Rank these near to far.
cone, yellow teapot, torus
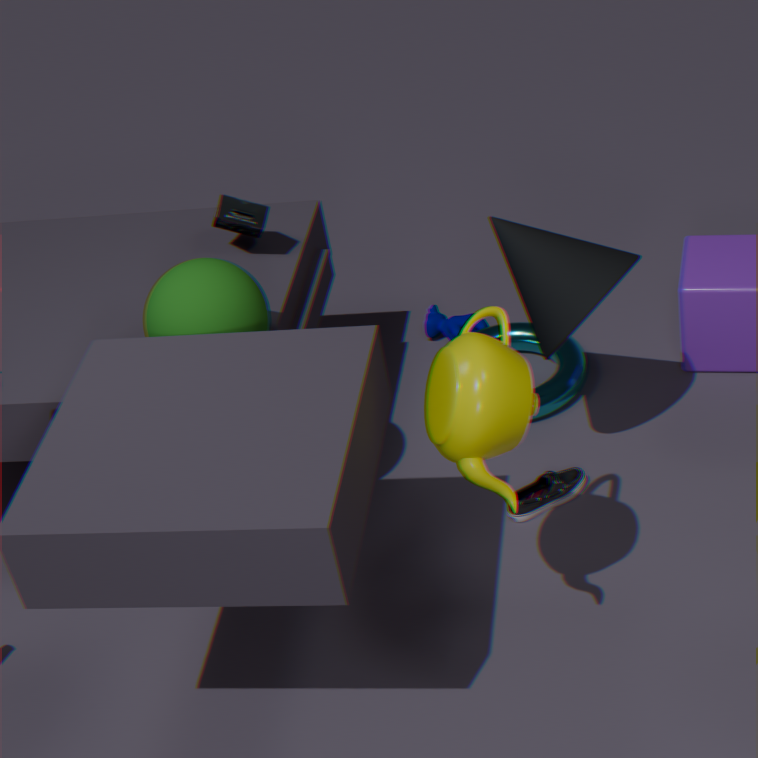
1. yellow teapot
2. cone
3. torus
